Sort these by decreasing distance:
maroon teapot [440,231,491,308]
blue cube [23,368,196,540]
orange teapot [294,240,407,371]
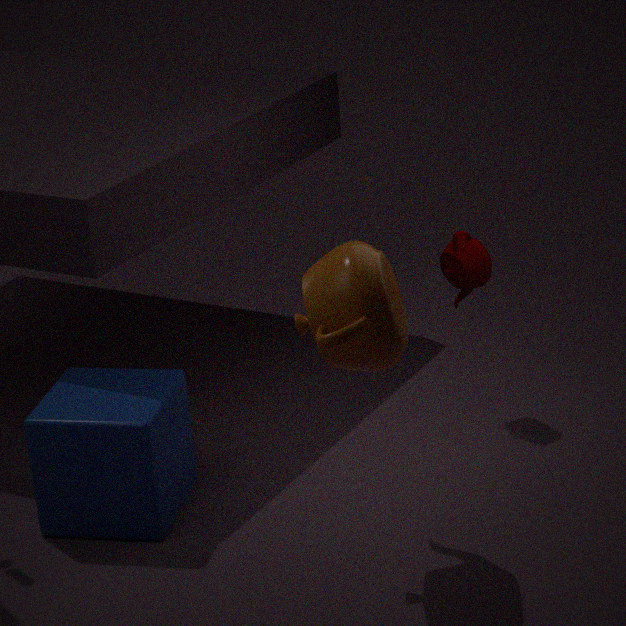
1. maroon teapot [440,231,491,308]
2. blue cube [23,368,196,540]
3. orange teapot [294,240,407,371]
